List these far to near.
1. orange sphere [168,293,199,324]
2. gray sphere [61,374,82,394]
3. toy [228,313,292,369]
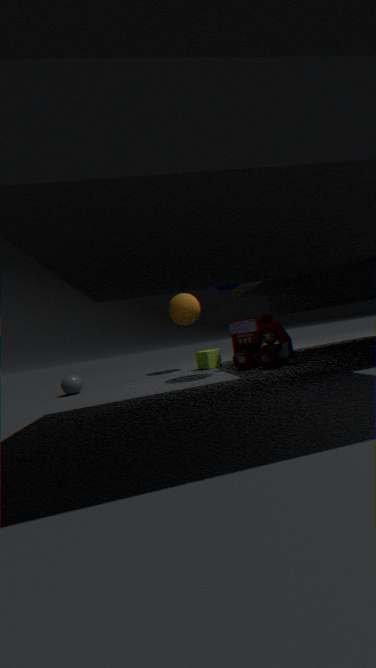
orange sphere [168,293,199,324], gray sphere [61,374,82,394], toy [228,313,292,369]
